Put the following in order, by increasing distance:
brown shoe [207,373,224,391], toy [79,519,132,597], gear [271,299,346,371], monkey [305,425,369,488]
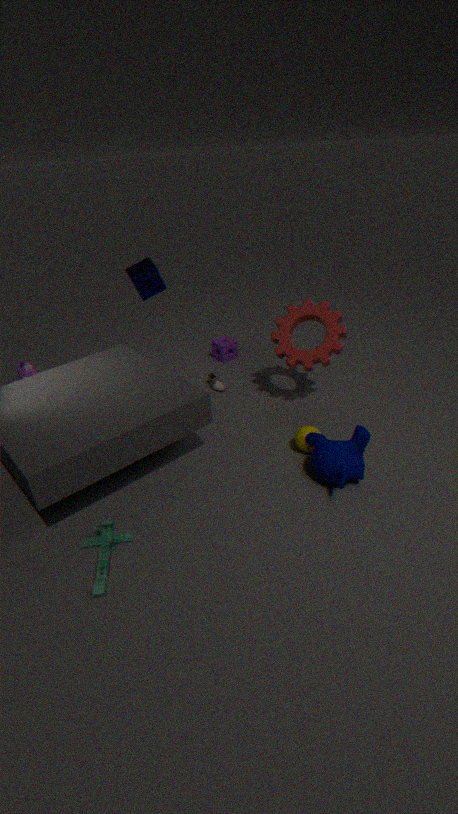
toy [79,519,132,597], monkey [305,425,369,488], gear [271,299,346,371], brown shoe [207,373,224,391]
